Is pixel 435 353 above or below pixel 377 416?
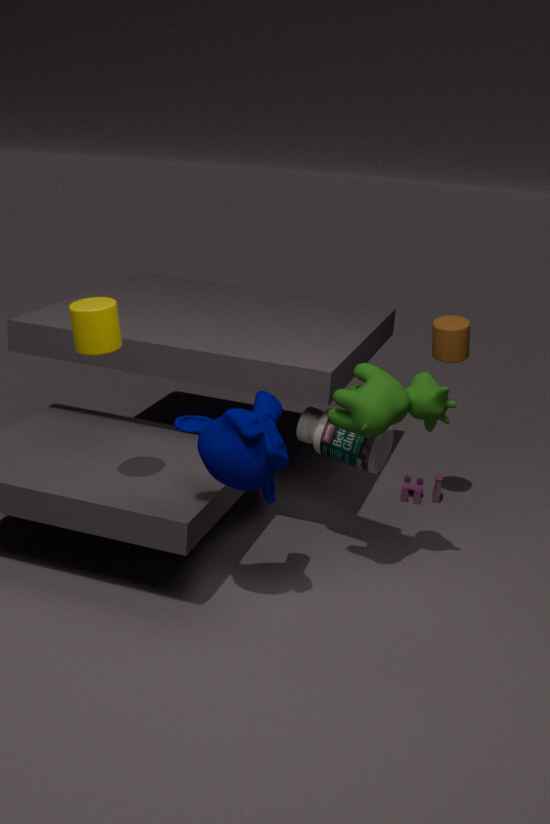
above
